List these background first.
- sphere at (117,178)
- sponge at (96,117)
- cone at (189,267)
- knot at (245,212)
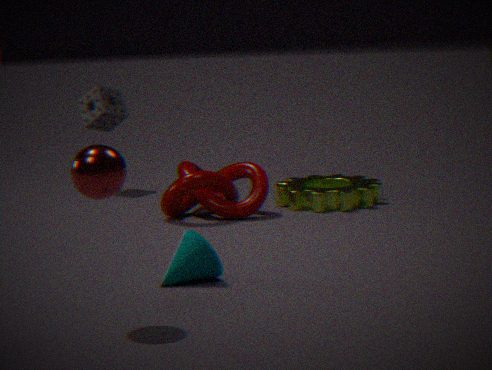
1. sponge at (96,117)
2. knot at (245,212)
3. cone at (189,267)
4. sphere at (117,178)
